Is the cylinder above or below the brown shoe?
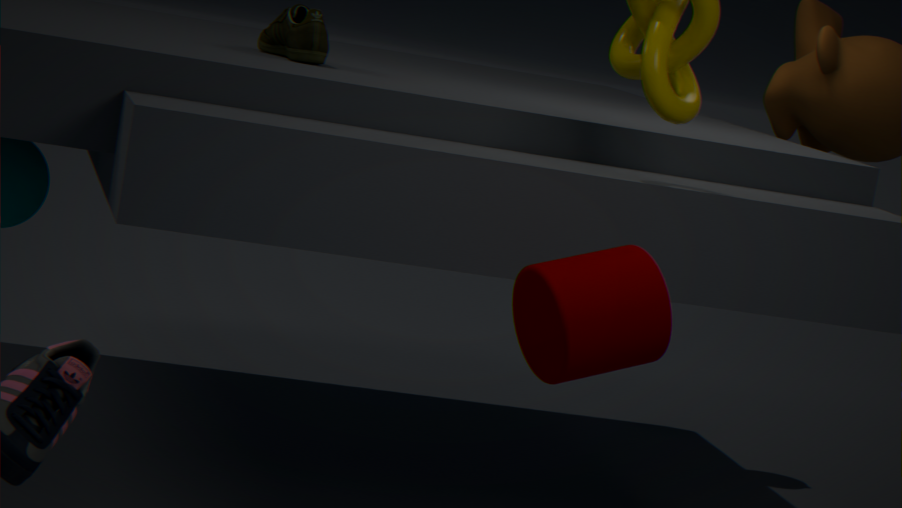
below
